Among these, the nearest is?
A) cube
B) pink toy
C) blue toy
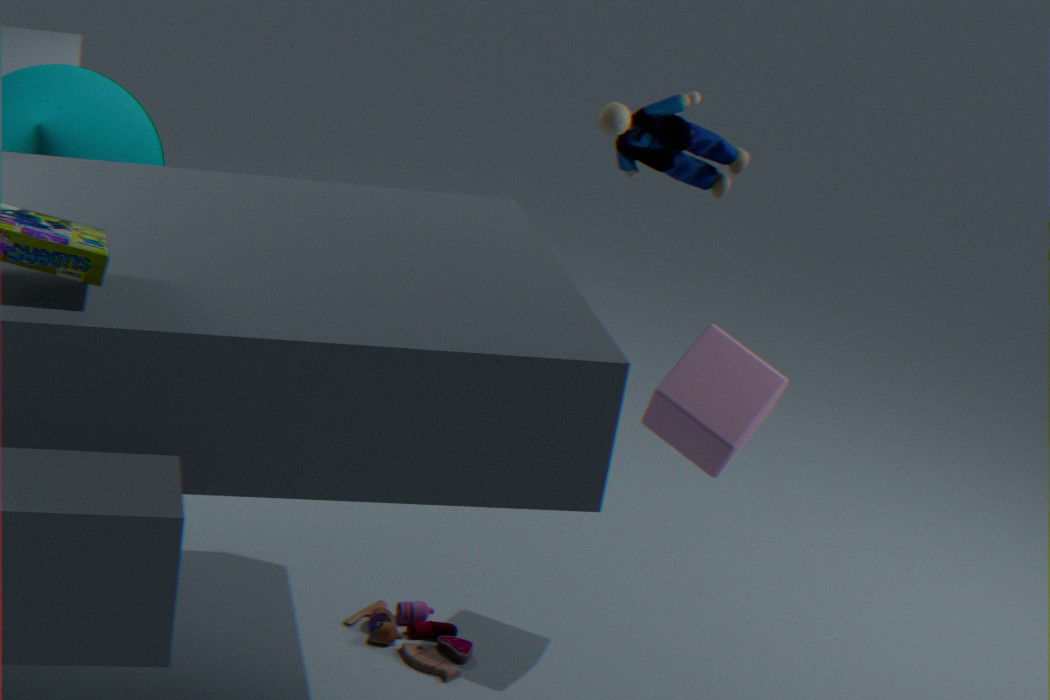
cube
